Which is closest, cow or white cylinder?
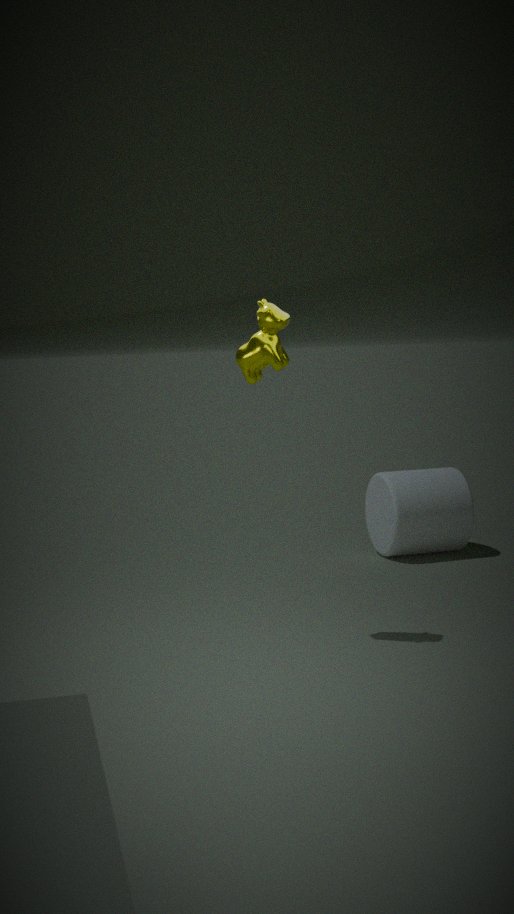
cow
